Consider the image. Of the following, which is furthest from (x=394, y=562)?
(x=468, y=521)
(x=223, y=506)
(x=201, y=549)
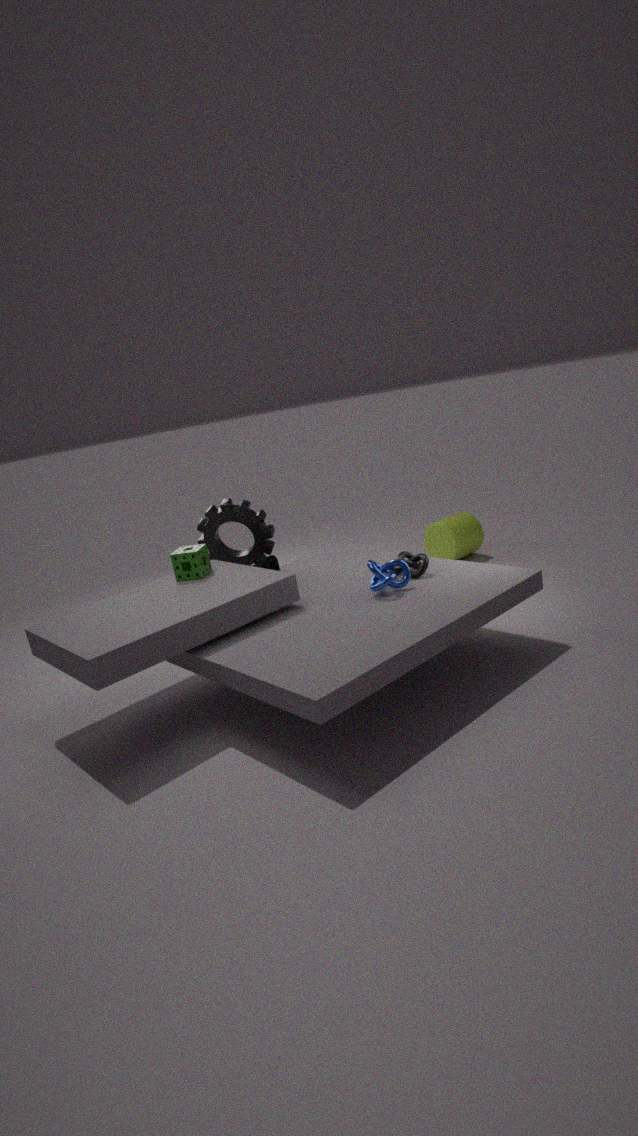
(x=468, y=521)
